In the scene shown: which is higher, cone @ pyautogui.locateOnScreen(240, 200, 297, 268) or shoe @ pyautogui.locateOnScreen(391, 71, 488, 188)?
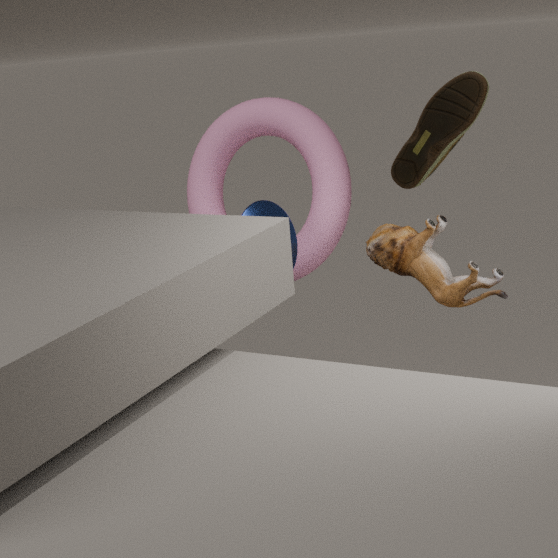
shoe @ pyautogui.locateOnScreen(391, 71, 488, 188)
